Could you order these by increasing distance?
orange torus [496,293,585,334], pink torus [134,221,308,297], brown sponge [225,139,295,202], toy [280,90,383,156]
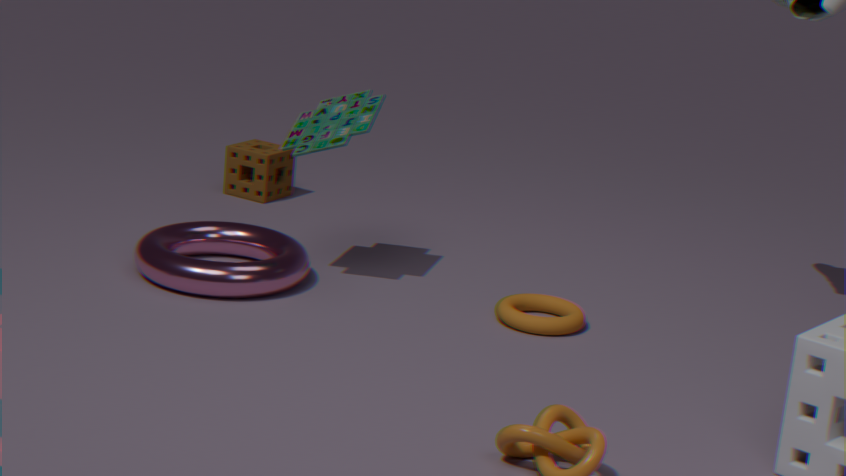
orange torus [496,293,585,334] < pink torus [134,221,308,297] < toy [280,90,383,156] < brown sponge [225,139,295,202]
